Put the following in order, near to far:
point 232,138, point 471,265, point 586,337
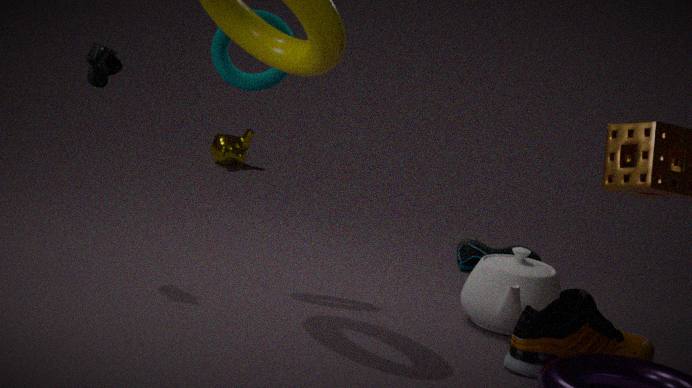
1. point 586,337
2. point 471,265
3. point 232,138
